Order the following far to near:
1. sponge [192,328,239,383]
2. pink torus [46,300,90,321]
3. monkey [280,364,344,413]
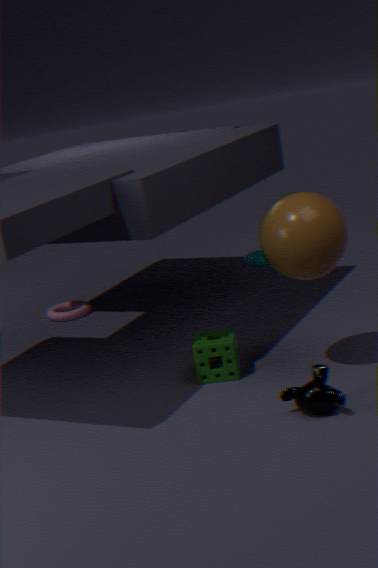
pink torus [46,300,90,321]
sponge [192,328,239,383]
monkey [280,364,344,413]
